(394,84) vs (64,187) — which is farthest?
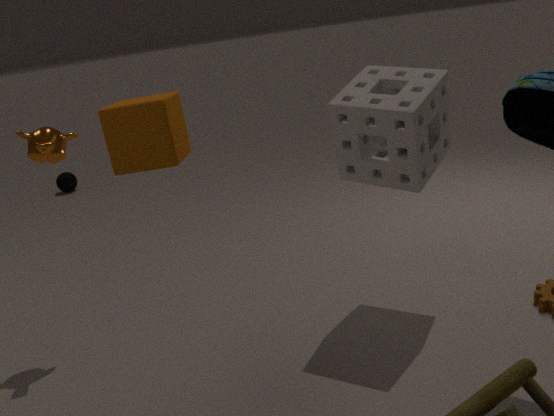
(64,187)
